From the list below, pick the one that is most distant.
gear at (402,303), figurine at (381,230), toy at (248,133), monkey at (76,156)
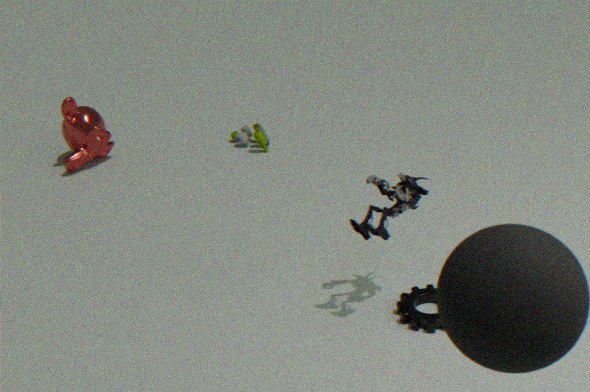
toy at (248,133)
